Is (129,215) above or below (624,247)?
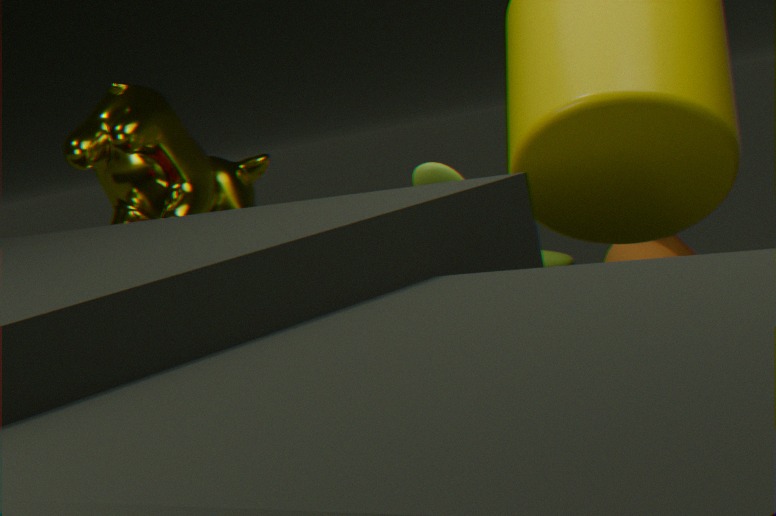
above
